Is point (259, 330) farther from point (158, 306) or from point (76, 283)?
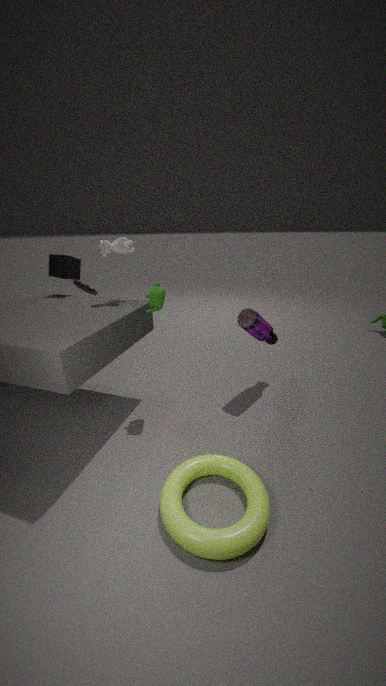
point (76, 283)
